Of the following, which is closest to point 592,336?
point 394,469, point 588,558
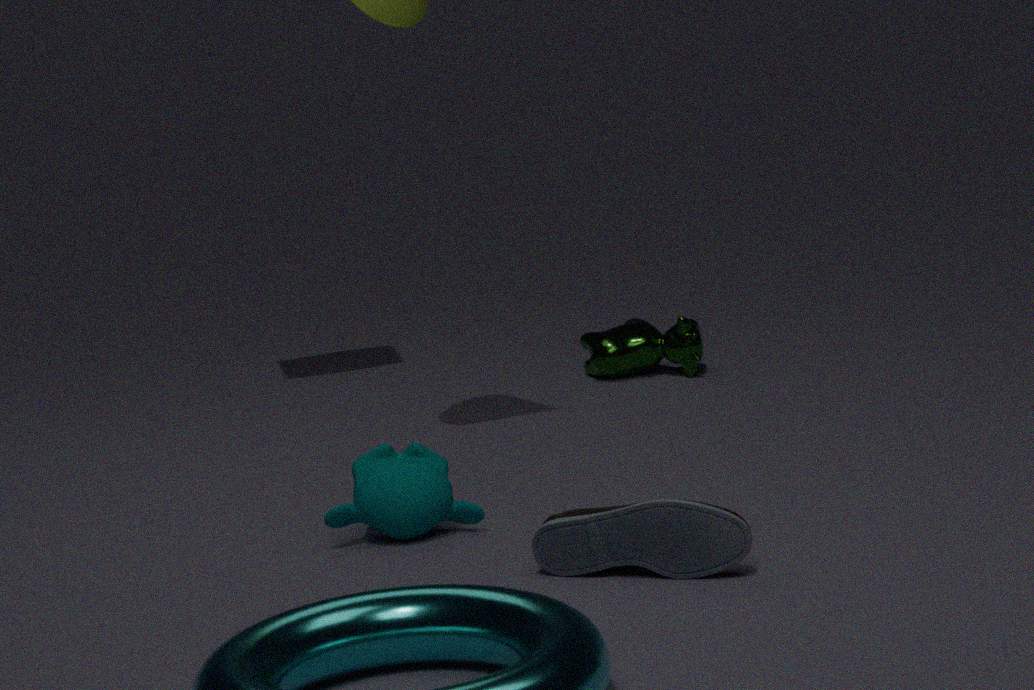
point 394,469
